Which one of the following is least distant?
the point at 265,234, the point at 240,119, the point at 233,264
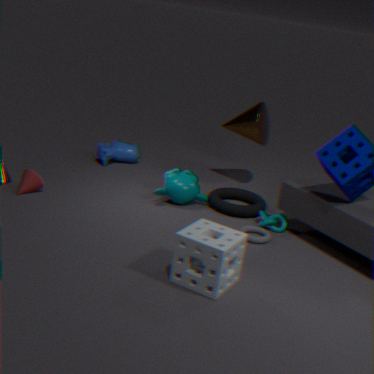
the point at 233,264
